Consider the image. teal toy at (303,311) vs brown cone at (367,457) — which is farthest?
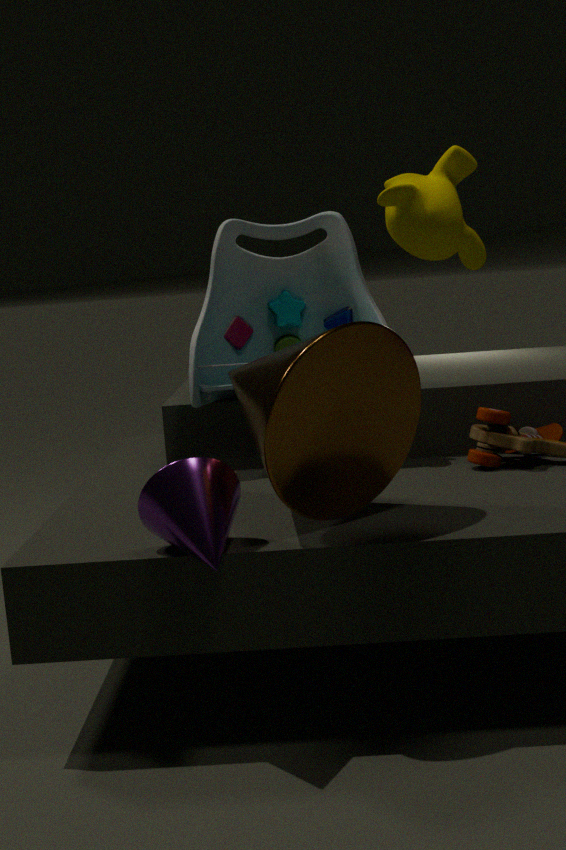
teal toy at (303,311)
